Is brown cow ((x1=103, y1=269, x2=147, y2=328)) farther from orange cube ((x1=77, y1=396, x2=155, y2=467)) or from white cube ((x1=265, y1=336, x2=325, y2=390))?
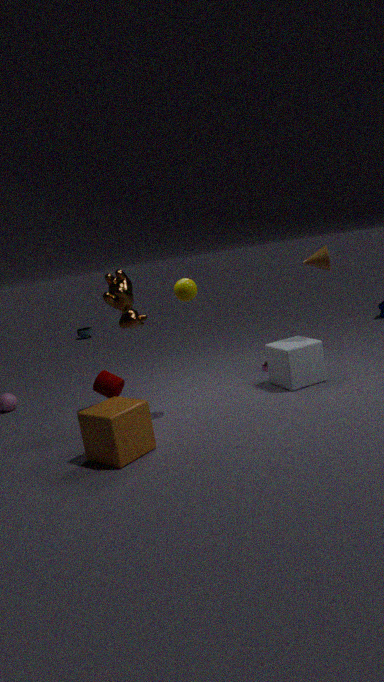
white cube ((x1=265, y1=336, x2=325, y2=390))
